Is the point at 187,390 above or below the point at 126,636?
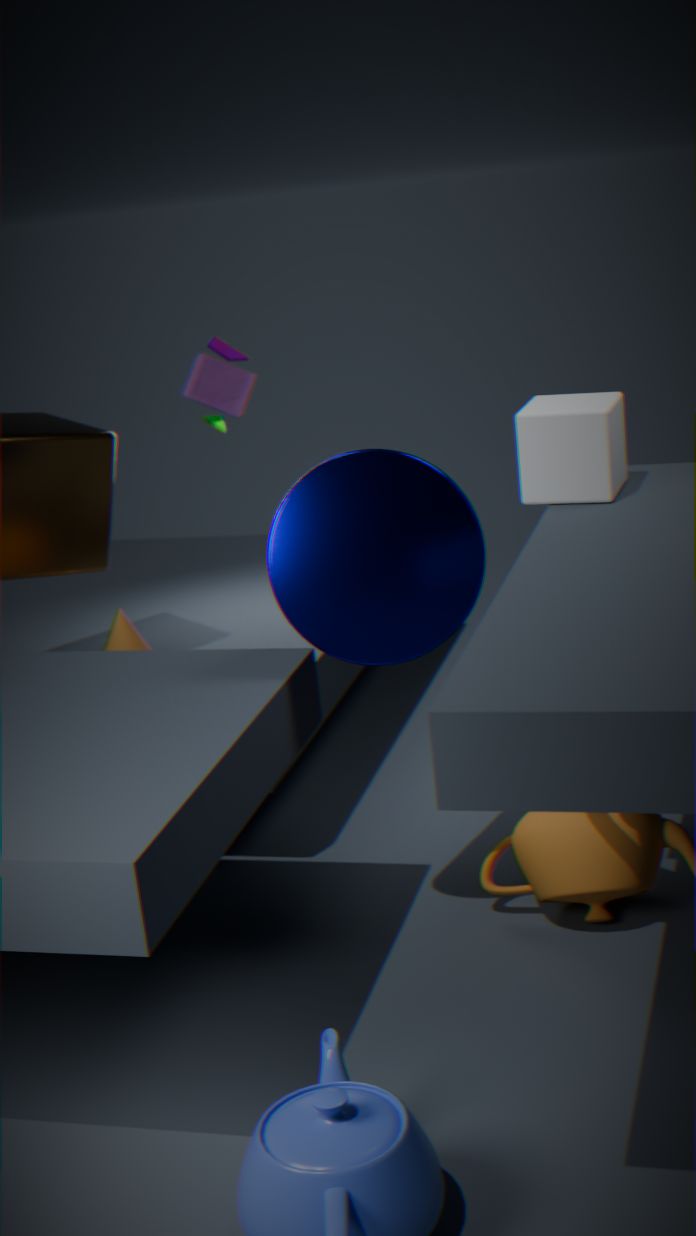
above
